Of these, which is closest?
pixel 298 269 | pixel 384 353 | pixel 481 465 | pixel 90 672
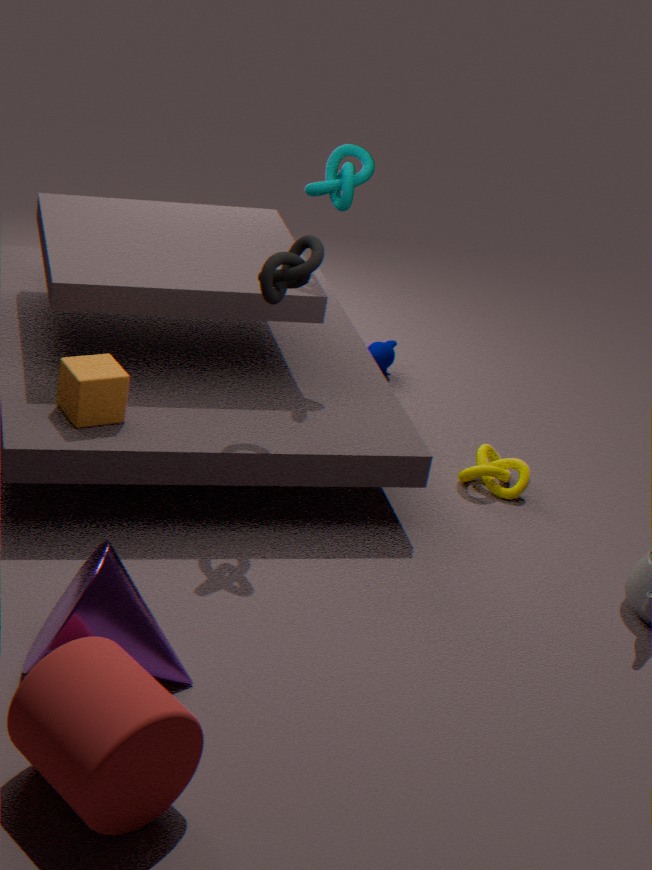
pixel 90 672
